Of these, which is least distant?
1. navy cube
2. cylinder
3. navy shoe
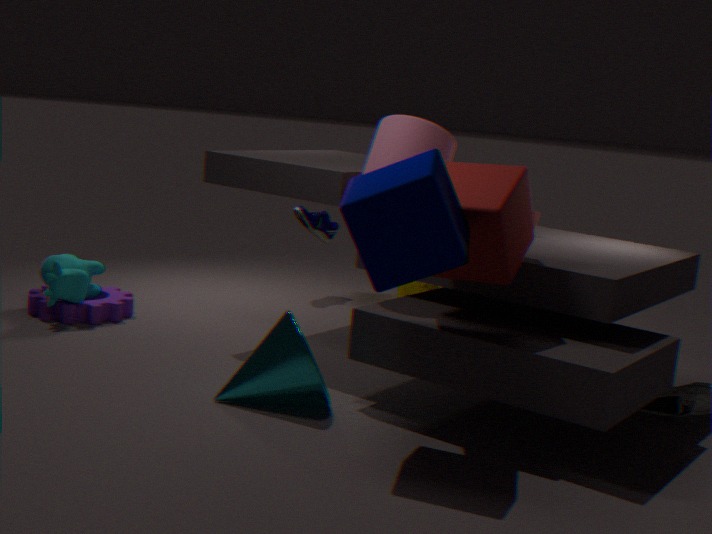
navy cube
